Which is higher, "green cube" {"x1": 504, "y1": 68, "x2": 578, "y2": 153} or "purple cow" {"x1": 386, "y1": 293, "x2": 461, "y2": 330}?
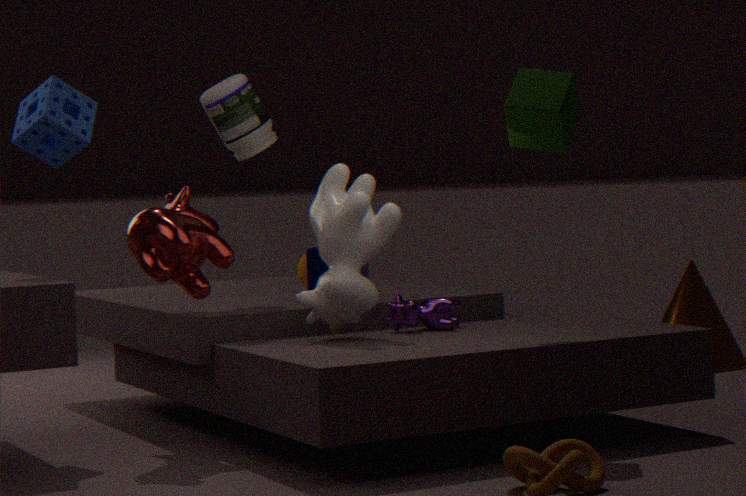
"green cube" {"x1": 504, "y1": 68, "x2": 578, "y2": 153}
